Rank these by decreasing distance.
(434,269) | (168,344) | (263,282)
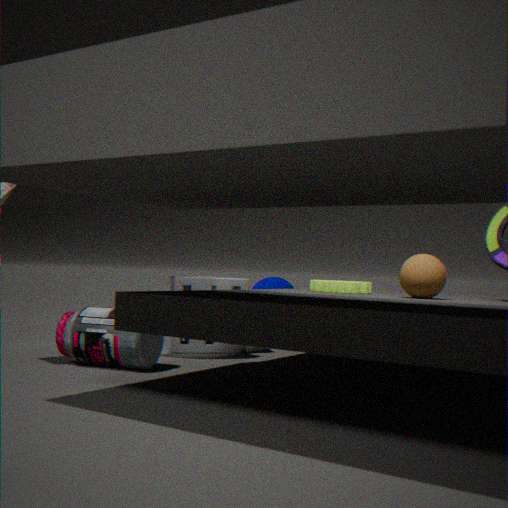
1. (263,282)
2. (168,344)
3. (434,269)
